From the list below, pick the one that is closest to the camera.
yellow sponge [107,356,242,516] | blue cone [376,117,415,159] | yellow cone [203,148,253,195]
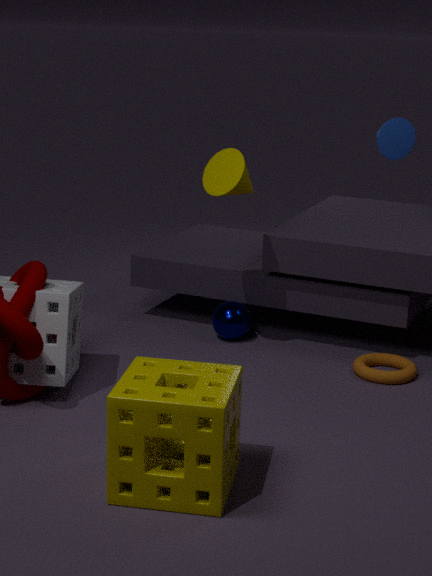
yellow sponge [107,356,242,516]
